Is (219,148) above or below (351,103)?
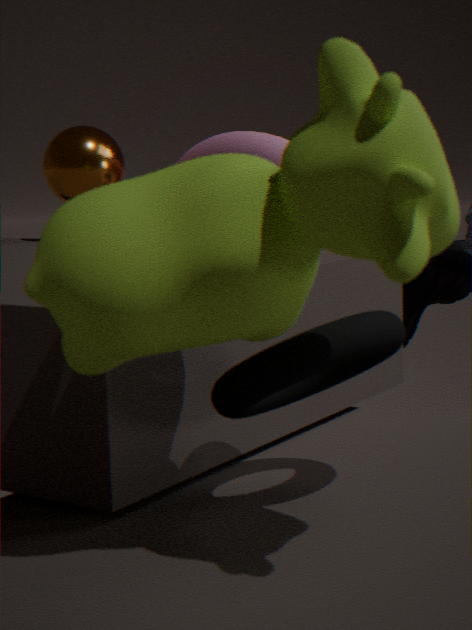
below
